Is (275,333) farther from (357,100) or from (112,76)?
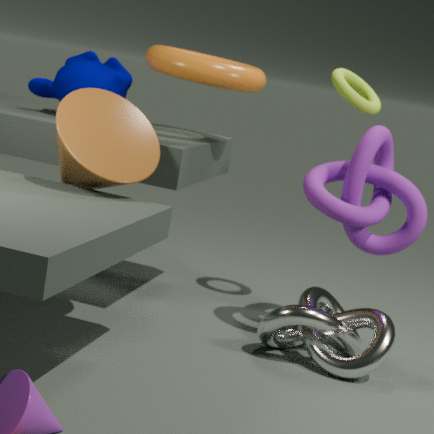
(112,76)
